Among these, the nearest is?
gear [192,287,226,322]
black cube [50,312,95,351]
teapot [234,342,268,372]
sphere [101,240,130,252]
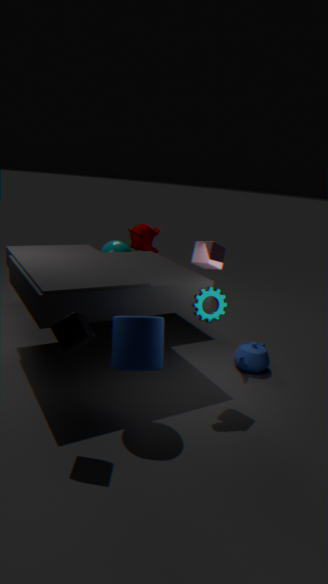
black cube [50,312,95,351]
